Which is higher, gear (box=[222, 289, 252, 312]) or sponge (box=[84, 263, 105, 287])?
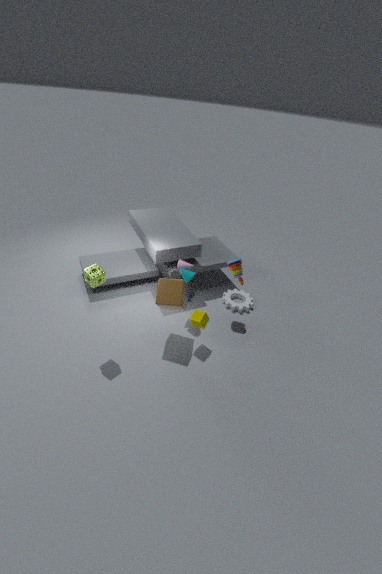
sponge (box=[84, 263, 105, 287])
